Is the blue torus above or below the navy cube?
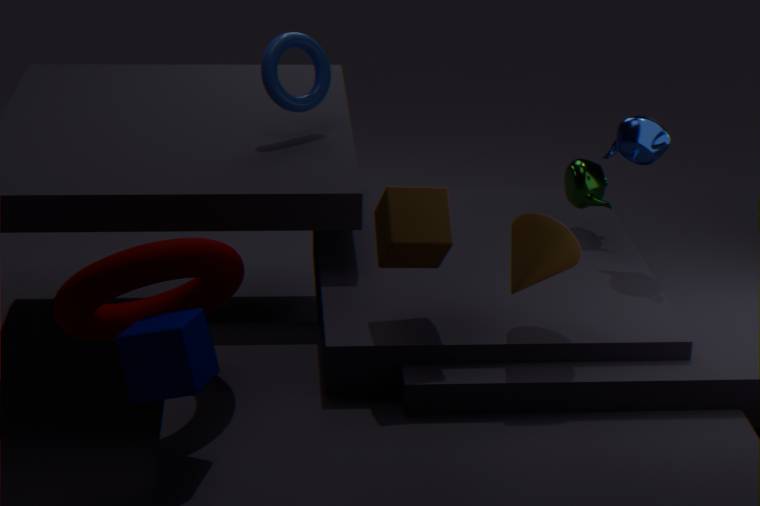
above
